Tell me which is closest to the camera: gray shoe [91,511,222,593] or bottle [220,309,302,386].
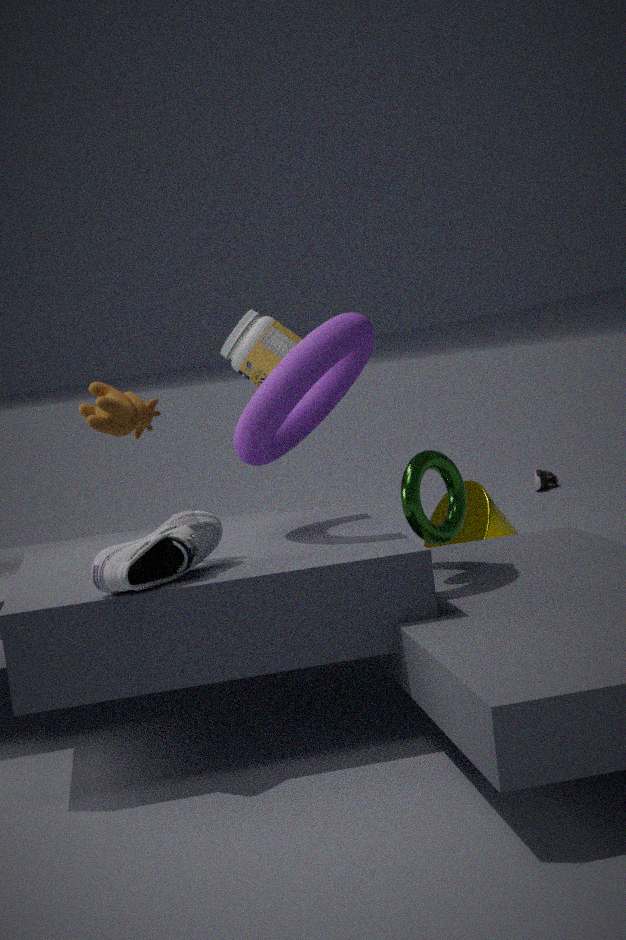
gray shoe [91,511,222,593]
